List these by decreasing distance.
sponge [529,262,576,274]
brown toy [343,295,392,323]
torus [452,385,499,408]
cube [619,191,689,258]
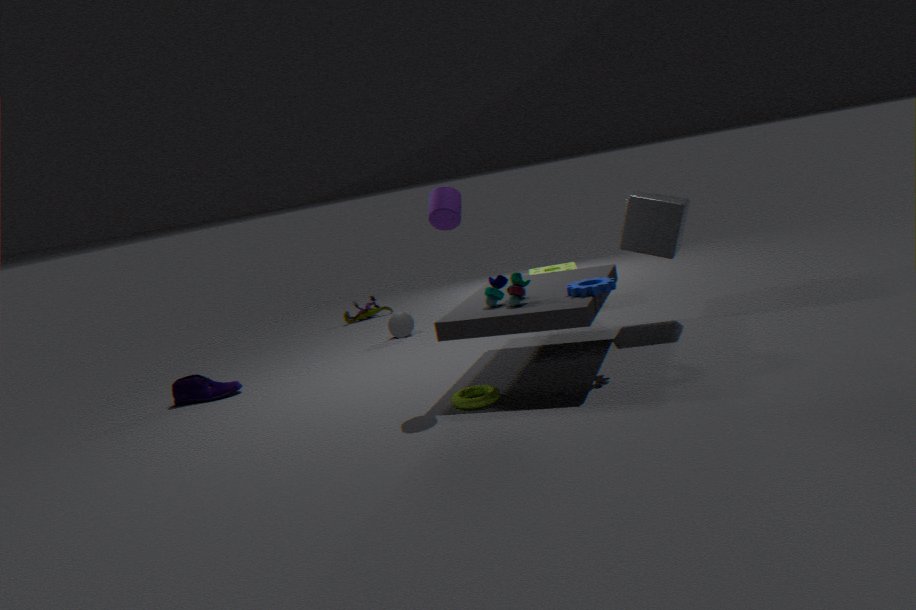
brown toy [343,295,392,323]
sponge [529,262,576,274]
cube [619,191,689,258]
torus [452,385,499,408]
